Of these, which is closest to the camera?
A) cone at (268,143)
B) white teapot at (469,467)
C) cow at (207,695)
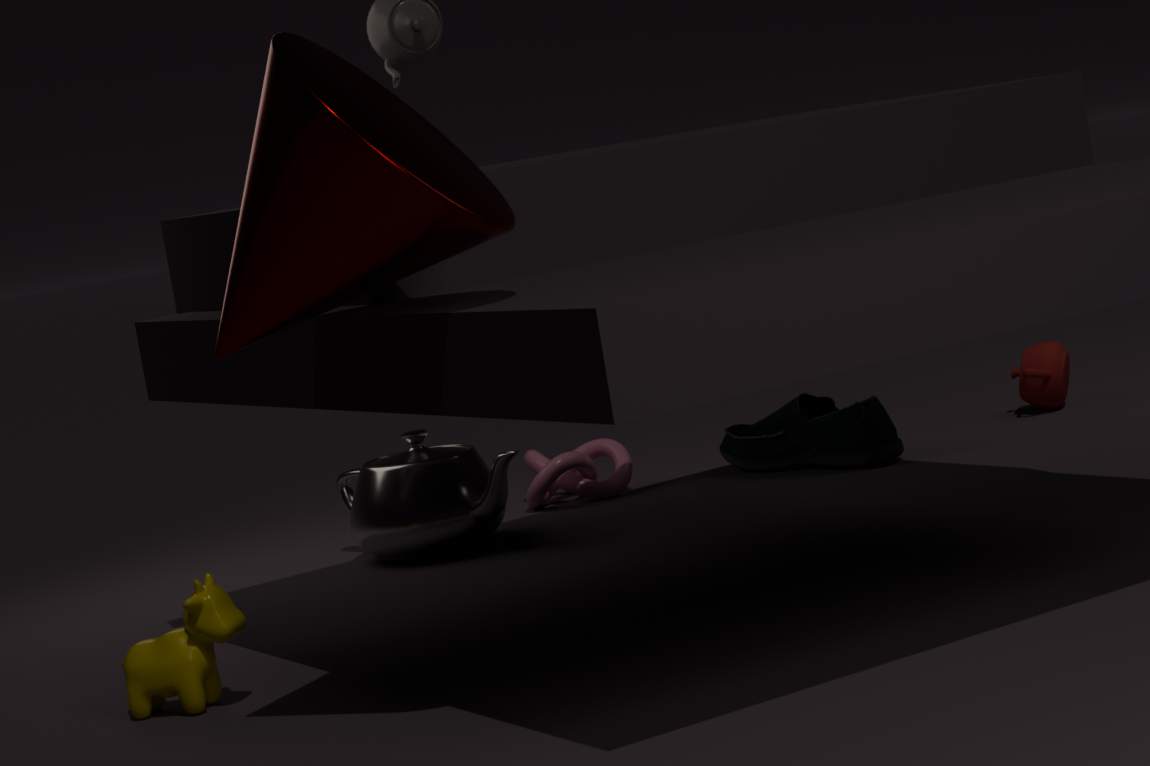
cone at (268,143)
